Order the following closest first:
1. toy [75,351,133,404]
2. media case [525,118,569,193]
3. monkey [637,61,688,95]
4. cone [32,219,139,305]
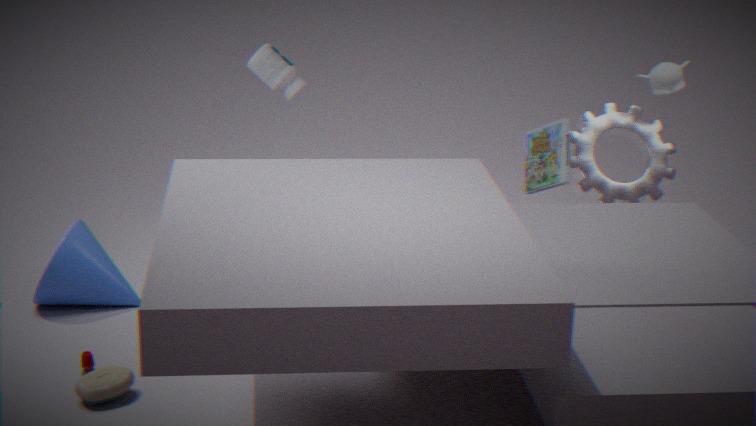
1. toy [75,351,133,404]
2. cone [32,219,139,305]
3. monkey [637,61,688,95]
4. media case [525,118,569,193]
